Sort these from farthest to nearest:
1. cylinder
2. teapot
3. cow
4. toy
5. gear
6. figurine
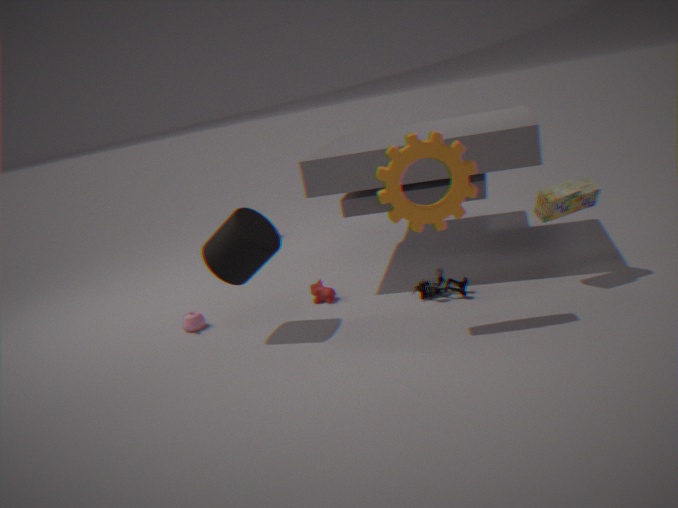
cow
teapot
figurine
cylinder
toy
gear
